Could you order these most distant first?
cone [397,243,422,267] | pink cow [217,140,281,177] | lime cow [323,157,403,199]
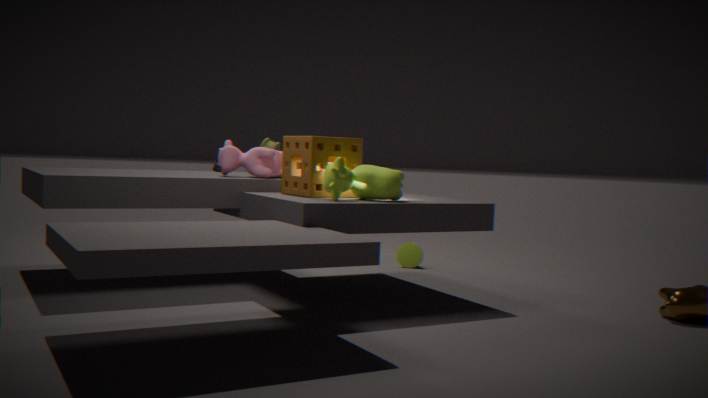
cone [397,243,422,267] < pink cow [217,140,281,177] < lime cow [323,157,403,199]
